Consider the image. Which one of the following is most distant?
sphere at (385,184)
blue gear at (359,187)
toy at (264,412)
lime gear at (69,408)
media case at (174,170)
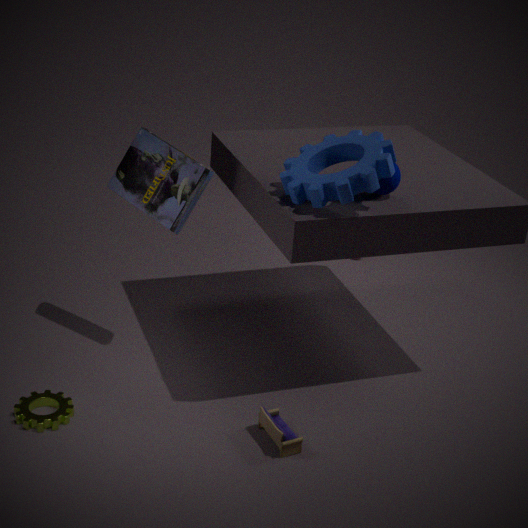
media case at (174,170)
